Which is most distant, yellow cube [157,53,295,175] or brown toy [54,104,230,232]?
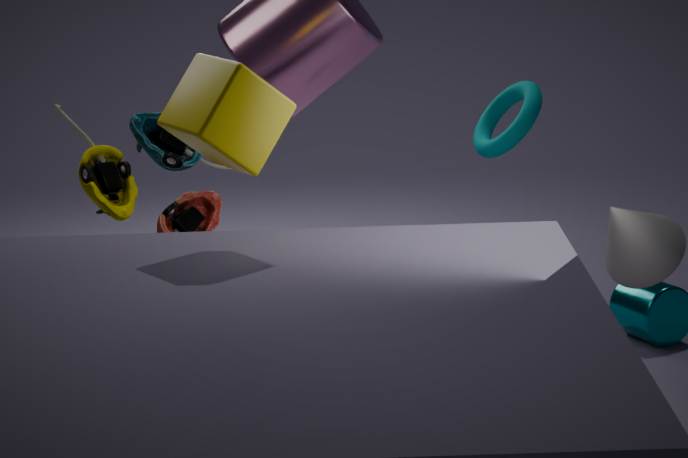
brown toy [54,104,230,232]
